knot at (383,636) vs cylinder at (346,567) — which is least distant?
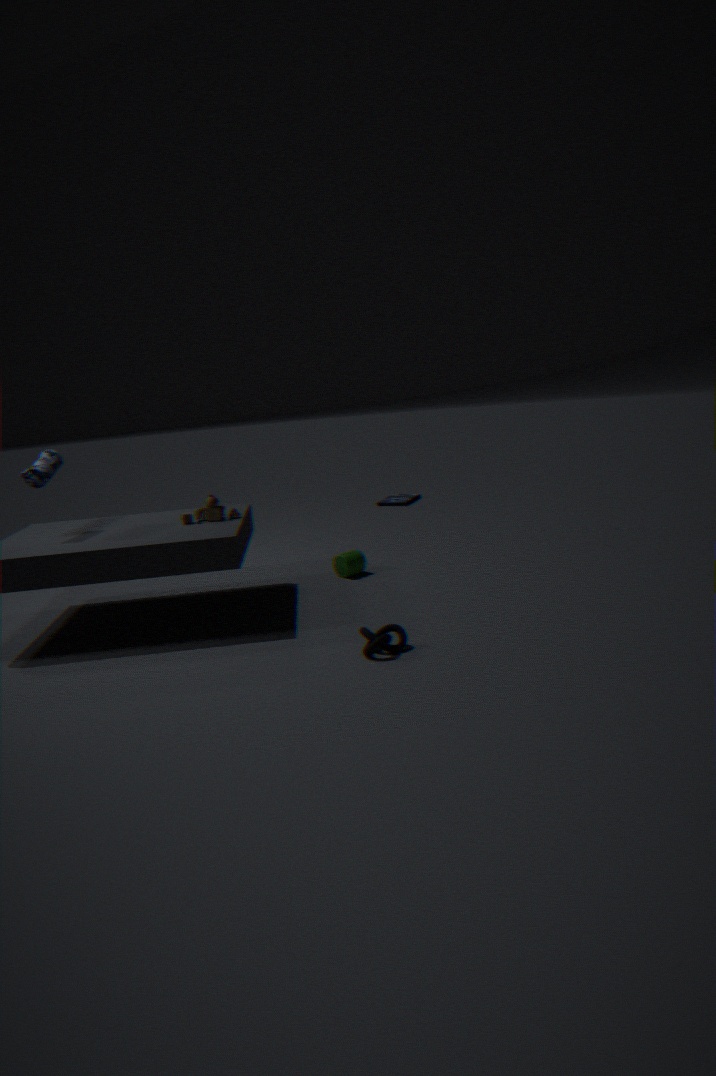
knot at (383,636)
